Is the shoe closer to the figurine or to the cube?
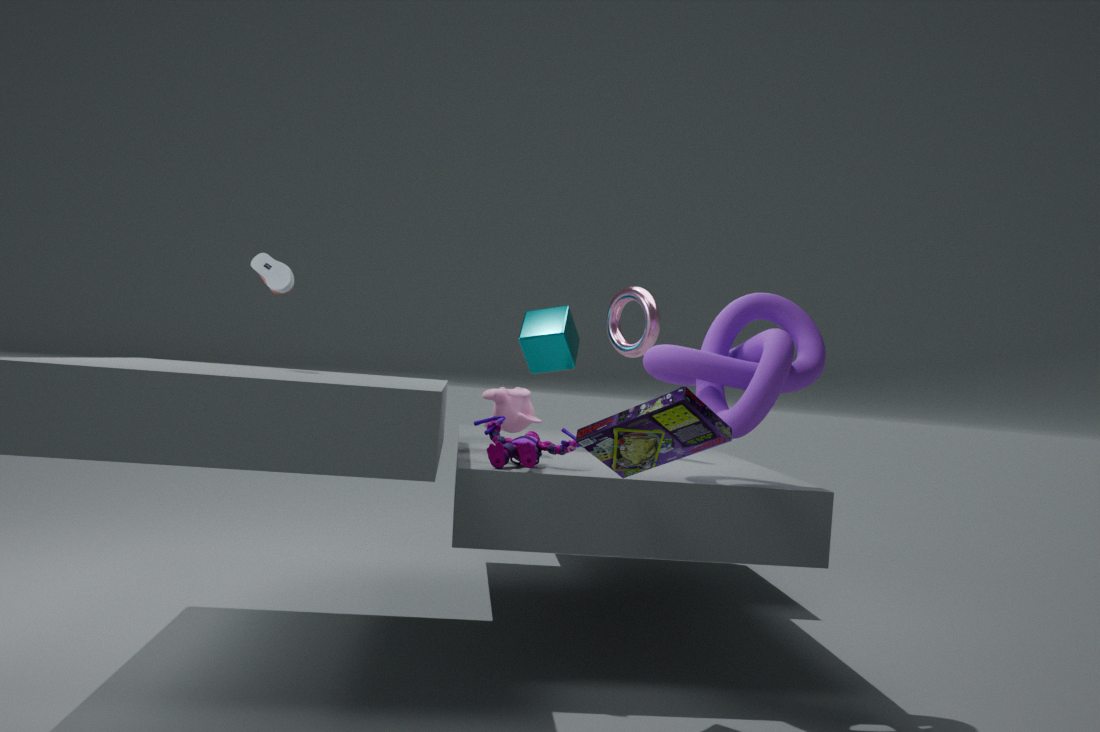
the figurine
